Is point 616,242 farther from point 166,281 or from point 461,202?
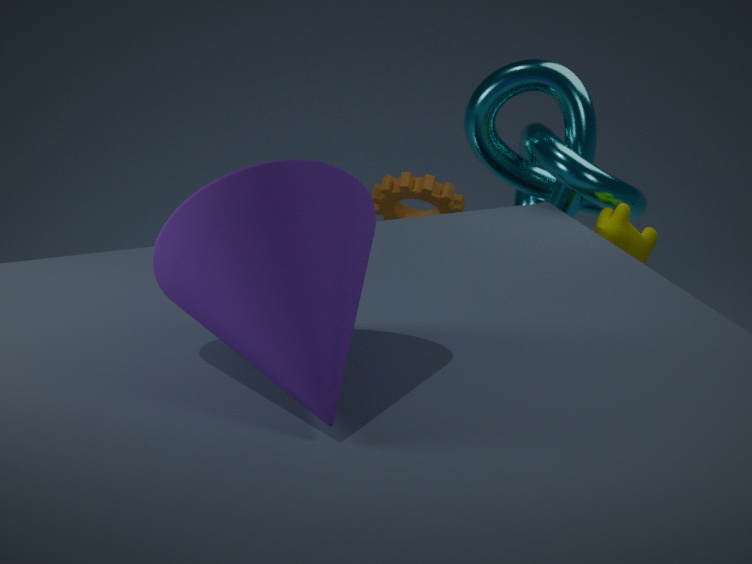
point 166,281
